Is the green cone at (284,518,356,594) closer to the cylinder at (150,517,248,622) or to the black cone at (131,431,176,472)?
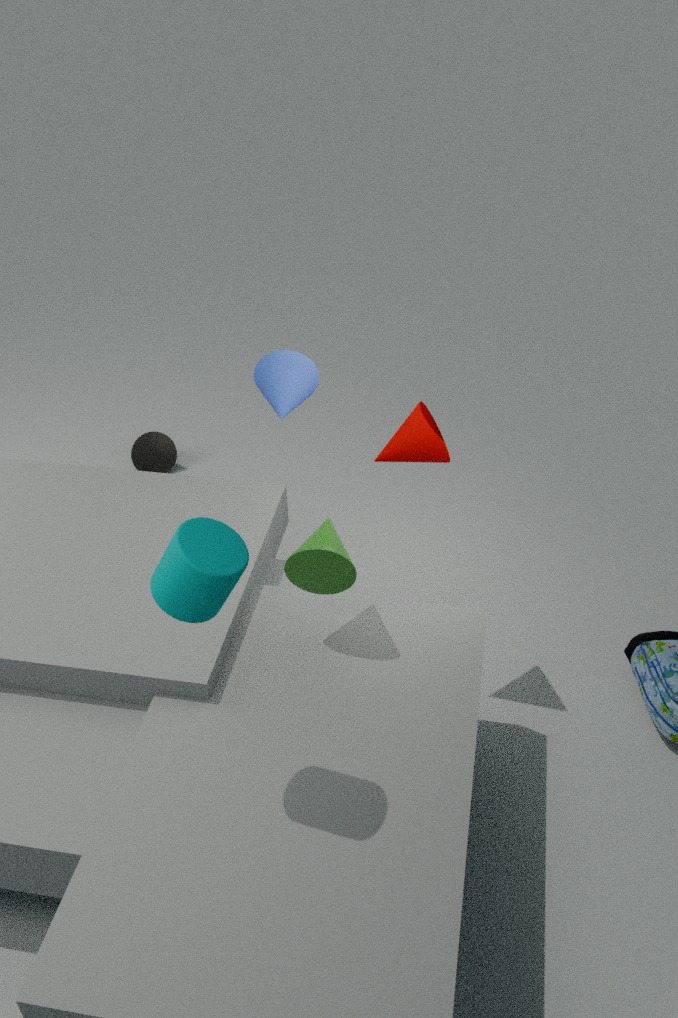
the cylinder at (150,517,248,622)
